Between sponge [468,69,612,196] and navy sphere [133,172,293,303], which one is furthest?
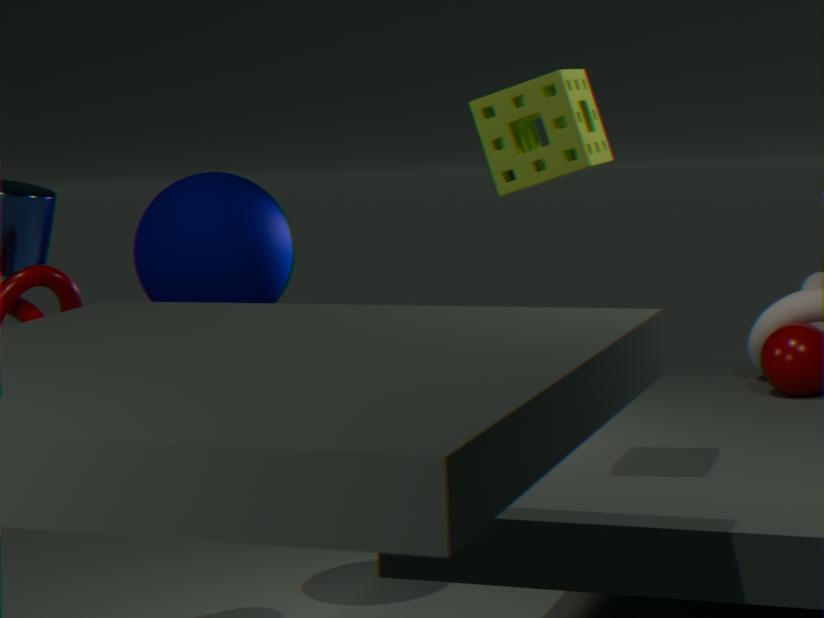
navy sphere [133,172,293,303]
